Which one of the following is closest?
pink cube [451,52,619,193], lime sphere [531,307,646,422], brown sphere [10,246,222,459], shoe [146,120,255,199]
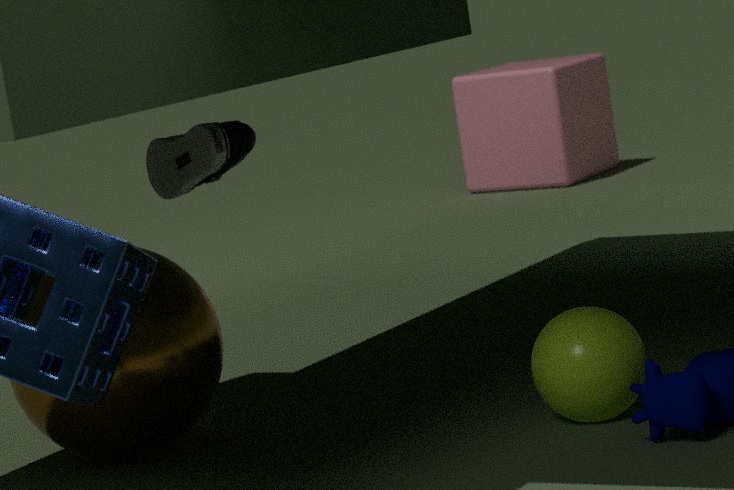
shoe [146,120,255,199]
